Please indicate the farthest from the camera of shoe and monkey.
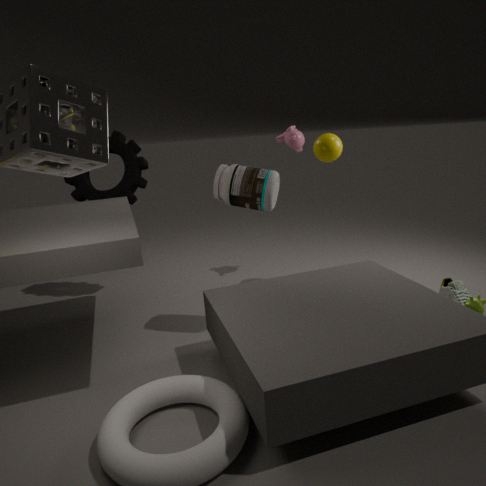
monkey
